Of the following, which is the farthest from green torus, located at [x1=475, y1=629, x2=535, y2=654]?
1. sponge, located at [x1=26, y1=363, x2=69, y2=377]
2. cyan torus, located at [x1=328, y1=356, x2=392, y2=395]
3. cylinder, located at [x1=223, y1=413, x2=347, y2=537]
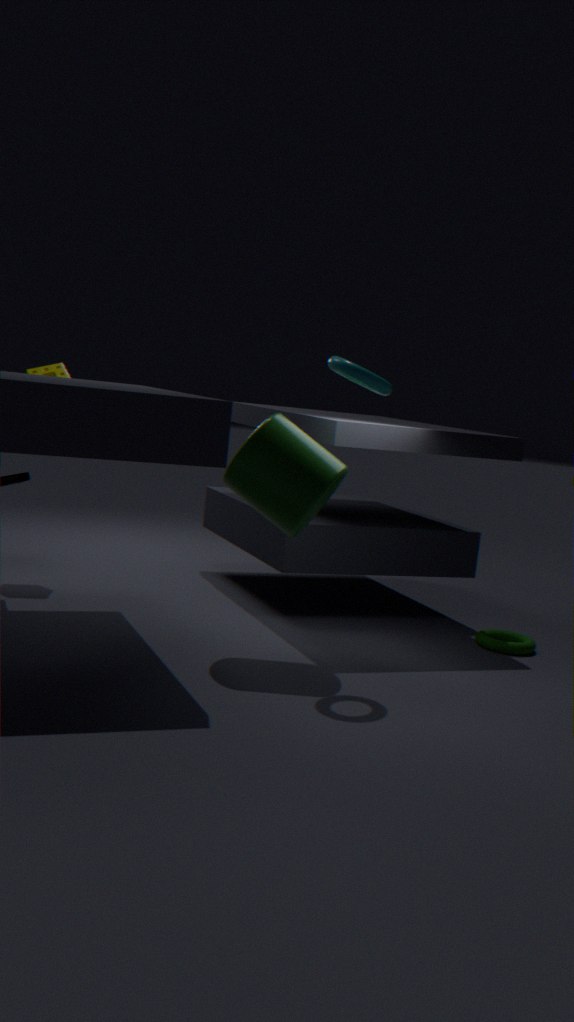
sponge, located at [x1=26, y1=363, x2=69, y2=377]
